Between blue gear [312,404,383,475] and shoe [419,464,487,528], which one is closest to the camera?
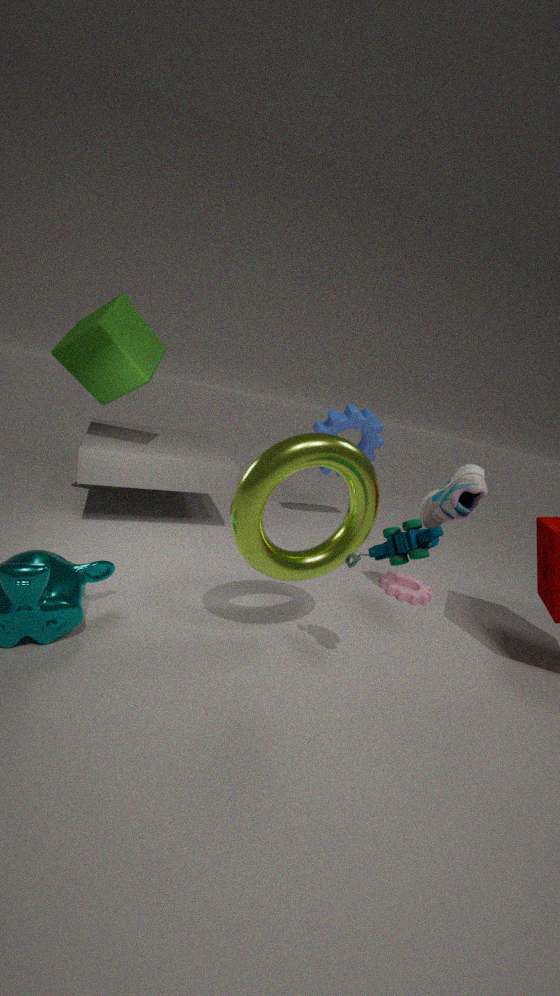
shoe [419,464,487,528]
